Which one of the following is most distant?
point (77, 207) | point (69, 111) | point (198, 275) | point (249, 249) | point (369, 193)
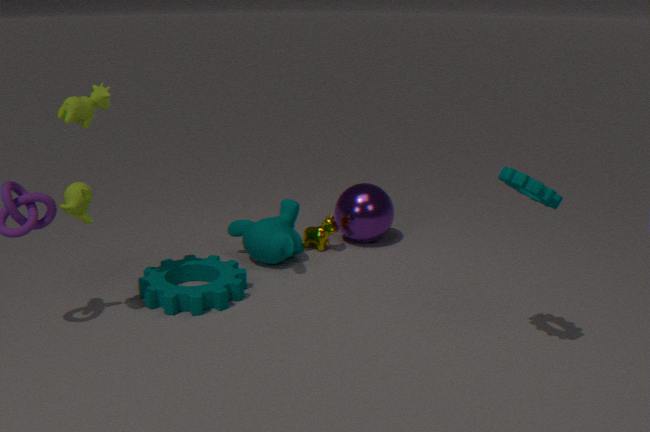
point (369, 193)
